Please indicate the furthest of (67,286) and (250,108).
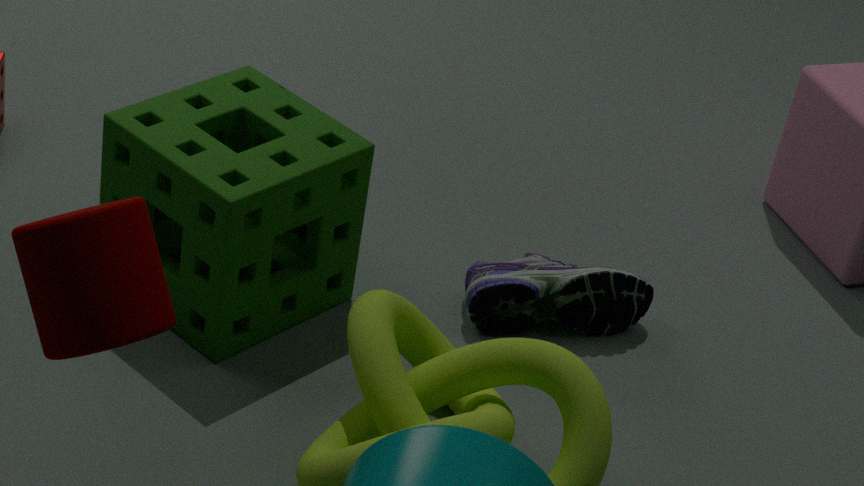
(250,108)
